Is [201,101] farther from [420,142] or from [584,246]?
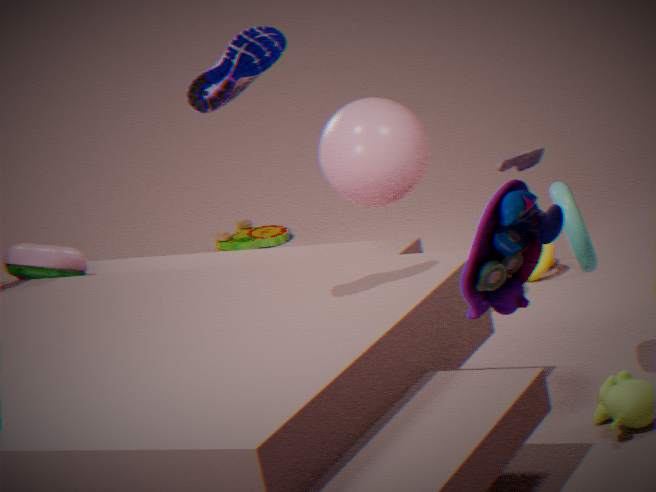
[420,142]
